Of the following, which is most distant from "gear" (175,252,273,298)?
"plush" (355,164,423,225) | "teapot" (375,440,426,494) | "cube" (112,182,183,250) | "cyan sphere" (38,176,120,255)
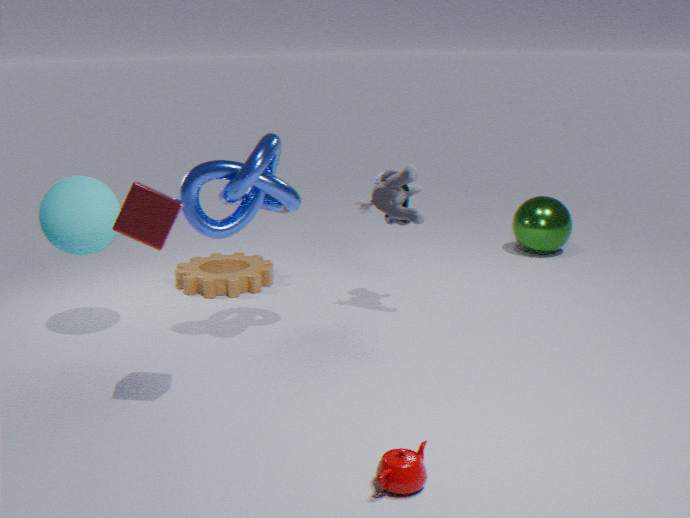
"teapot" (375,440,426,494)
